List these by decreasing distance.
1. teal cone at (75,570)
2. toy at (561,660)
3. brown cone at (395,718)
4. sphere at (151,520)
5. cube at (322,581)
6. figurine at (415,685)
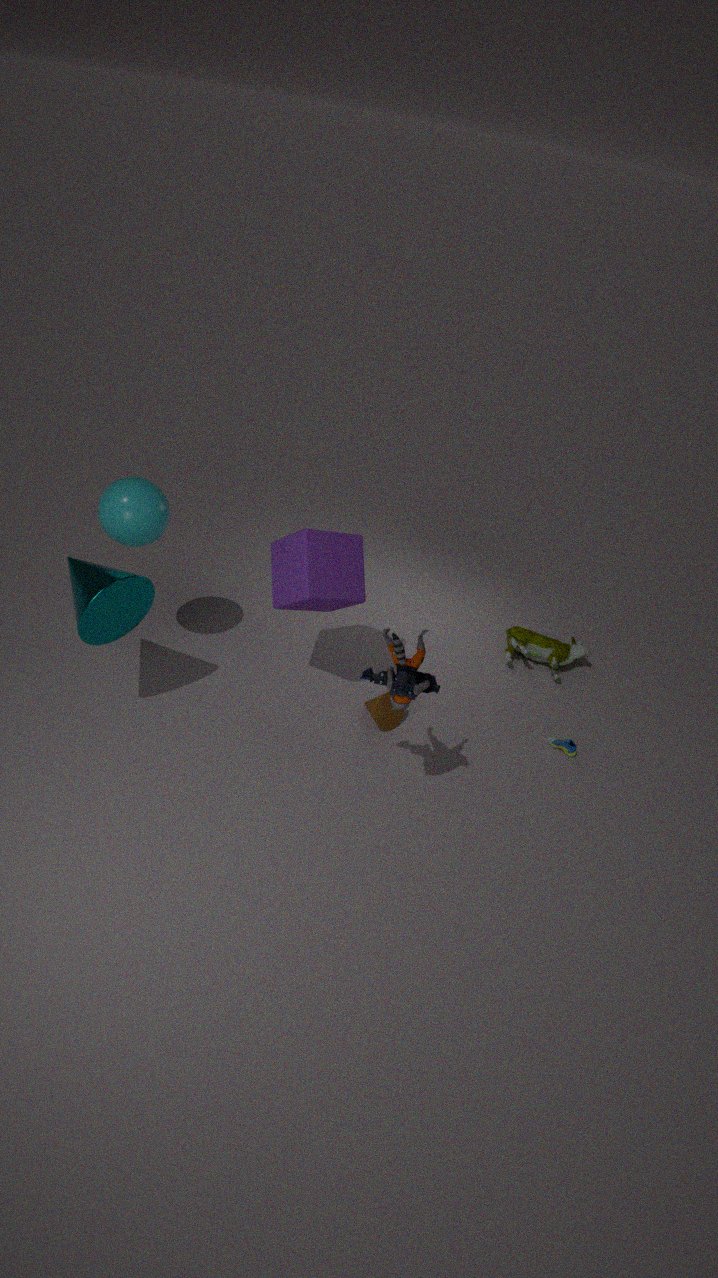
toy at (561,660) < brown cone at (395,718) < cube at (322,581) < sphere at (151,520) < teal cone at (75,570) < figurine at (415,685)
